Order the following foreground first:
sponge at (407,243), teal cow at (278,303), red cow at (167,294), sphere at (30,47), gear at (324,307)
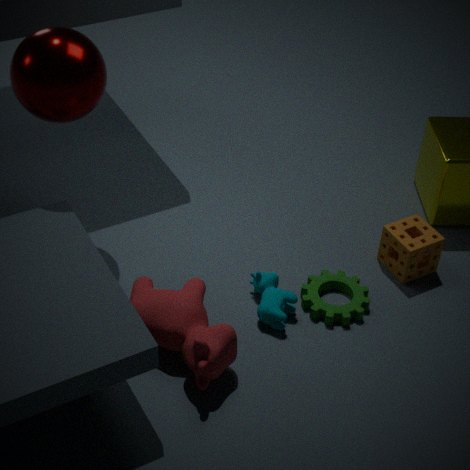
1. red cow at (167,294)
2. sphere at (30,47)
3. teal cow at (278,303)
4. gear at (324,307)
5. sponge at (407,243)
